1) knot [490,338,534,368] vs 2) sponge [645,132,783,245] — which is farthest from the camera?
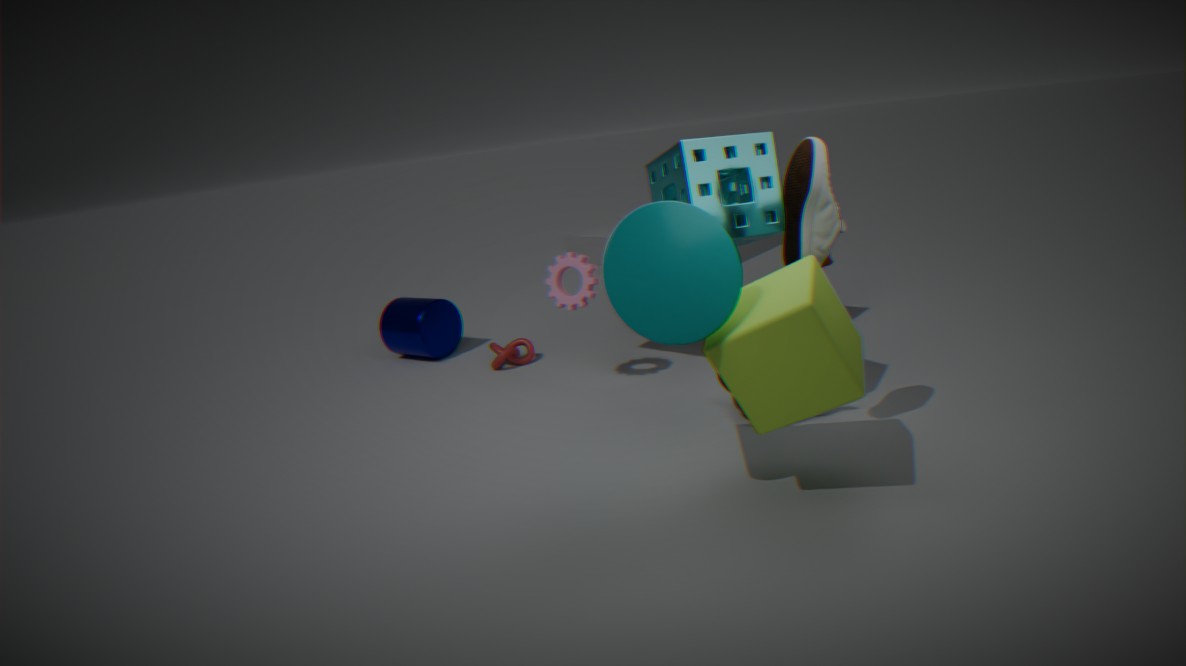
1. knot [490,338,534,368]
